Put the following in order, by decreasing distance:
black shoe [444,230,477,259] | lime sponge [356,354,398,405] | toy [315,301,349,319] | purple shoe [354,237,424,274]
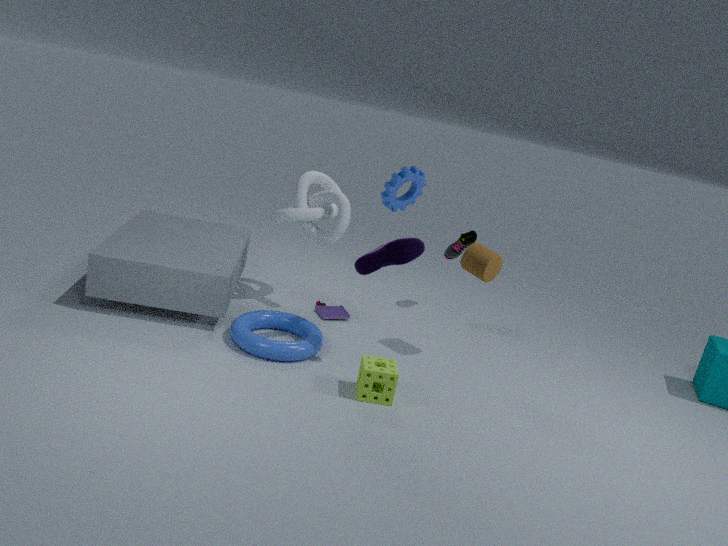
black shoe [444,230,477,259] → toy [315,301,349,319] → purple shoe [354,237,424,274] → lime sponge [356,354,398,405]
